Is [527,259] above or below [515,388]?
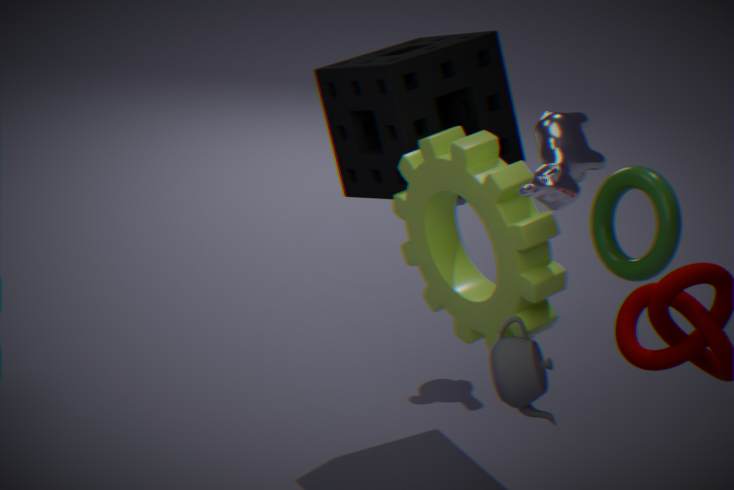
above
